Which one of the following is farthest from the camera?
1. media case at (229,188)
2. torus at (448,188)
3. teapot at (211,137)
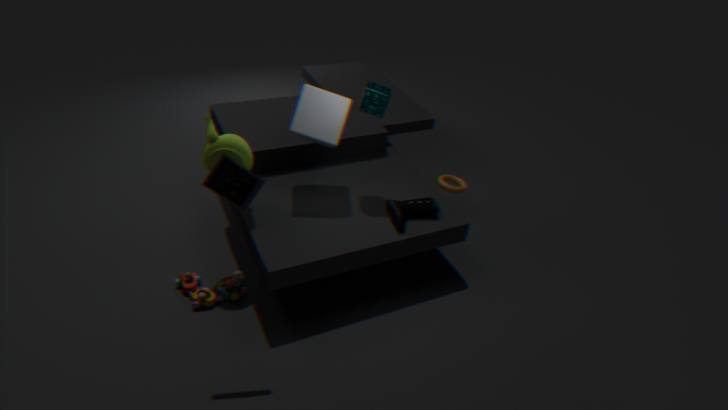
torus at (448,188)
